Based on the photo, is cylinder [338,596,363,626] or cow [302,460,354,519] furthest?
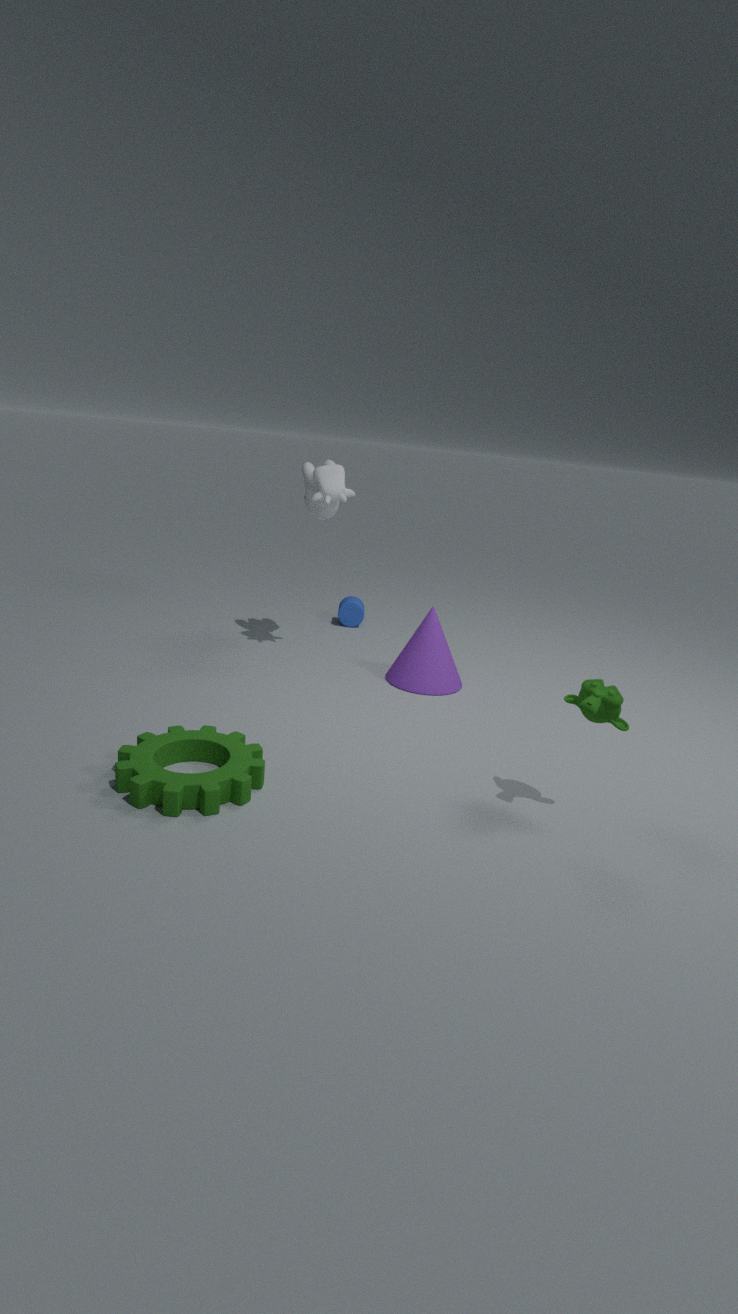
cylinder [338,596,363,626]
